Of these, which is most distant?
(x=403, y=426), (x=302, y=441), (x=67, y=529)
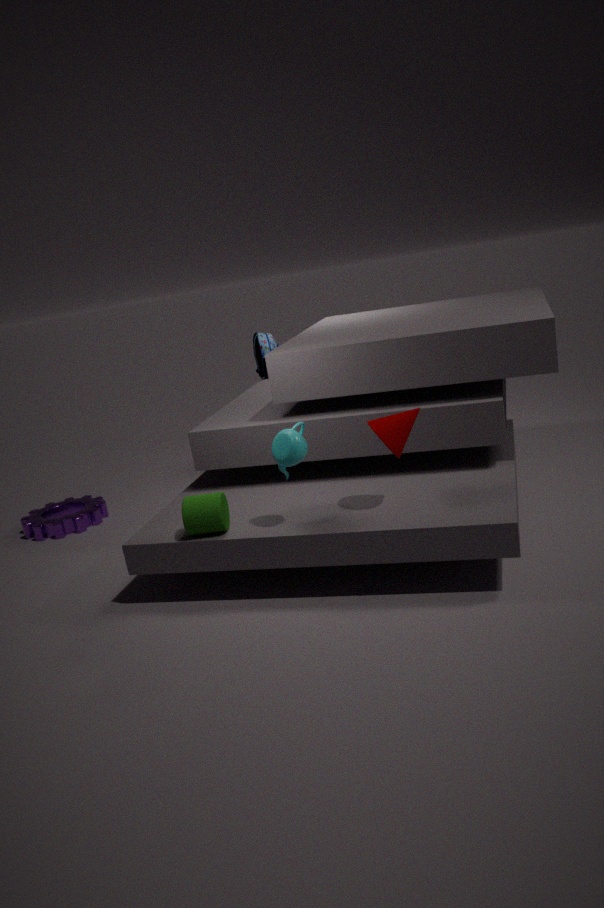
(x=67, y=529)
